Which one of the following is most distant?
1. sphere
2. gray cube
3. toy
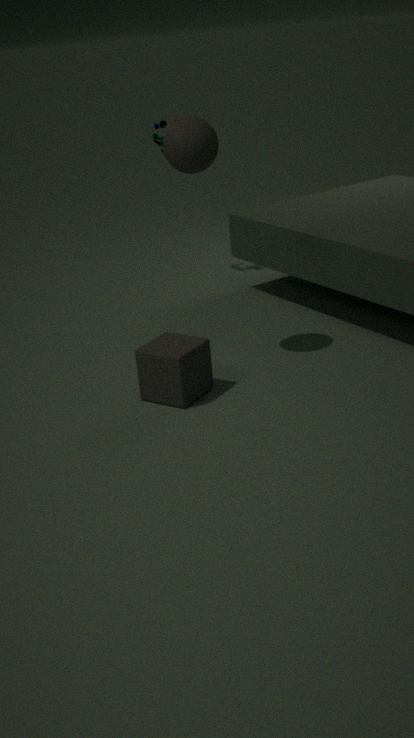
toy
